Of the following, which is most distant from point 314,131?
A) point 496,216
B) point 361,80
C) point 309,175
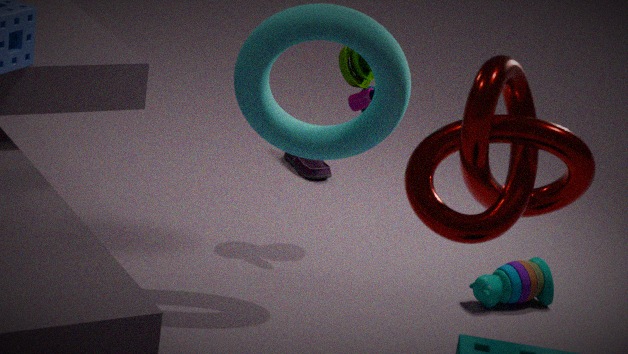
point 309,175
